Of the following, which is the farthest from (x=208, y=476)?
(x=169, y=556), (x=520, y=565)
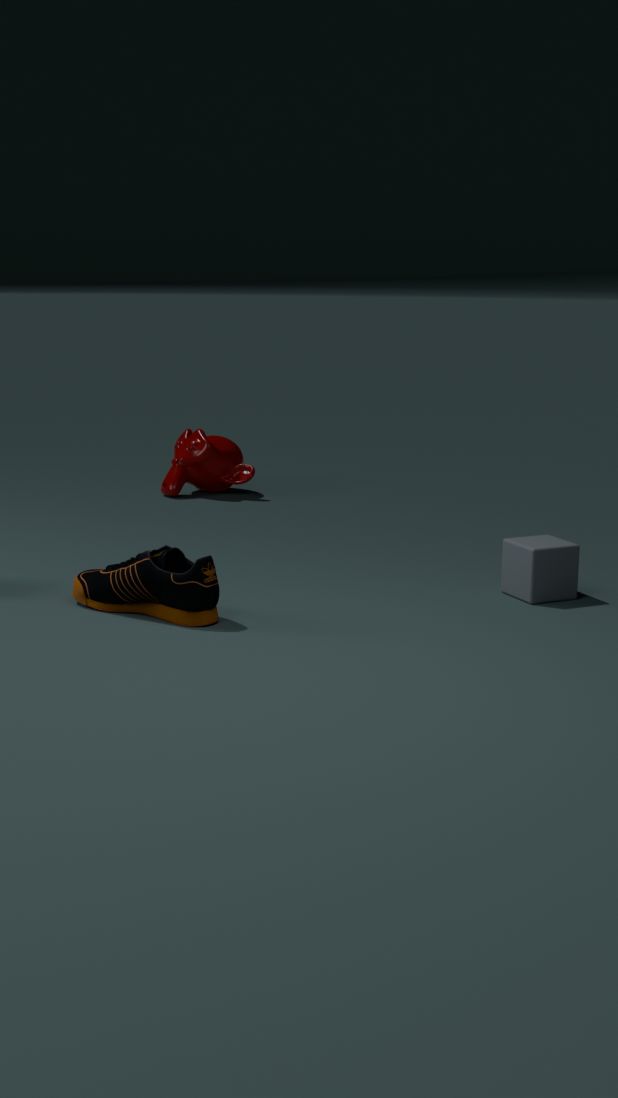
(x=520, y=565)
